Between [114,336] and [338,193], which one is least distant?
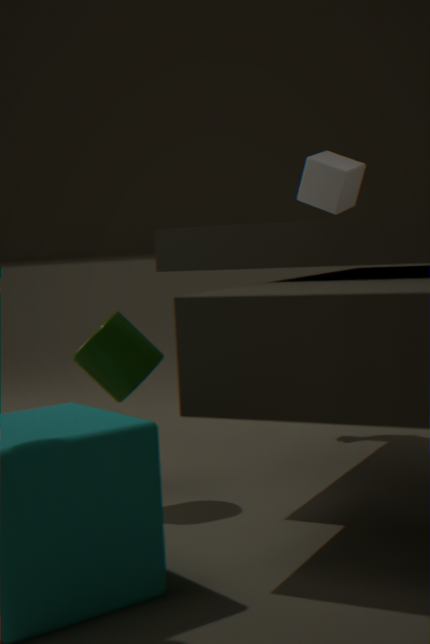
Result: [114,336]
